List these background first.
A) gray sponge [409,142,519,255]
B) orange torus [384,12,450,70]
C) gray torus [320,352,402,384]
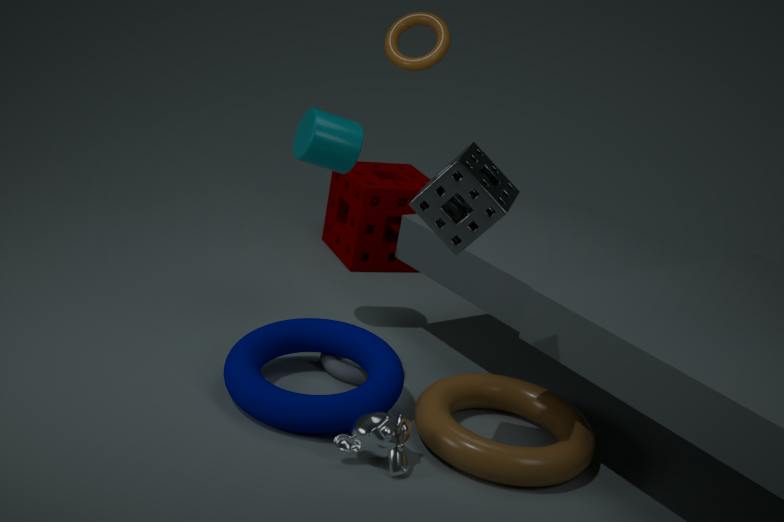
orange torus [384,12,450,70]
gray torus [320,352,402,384]
gray sponge [409,142,519,255]
